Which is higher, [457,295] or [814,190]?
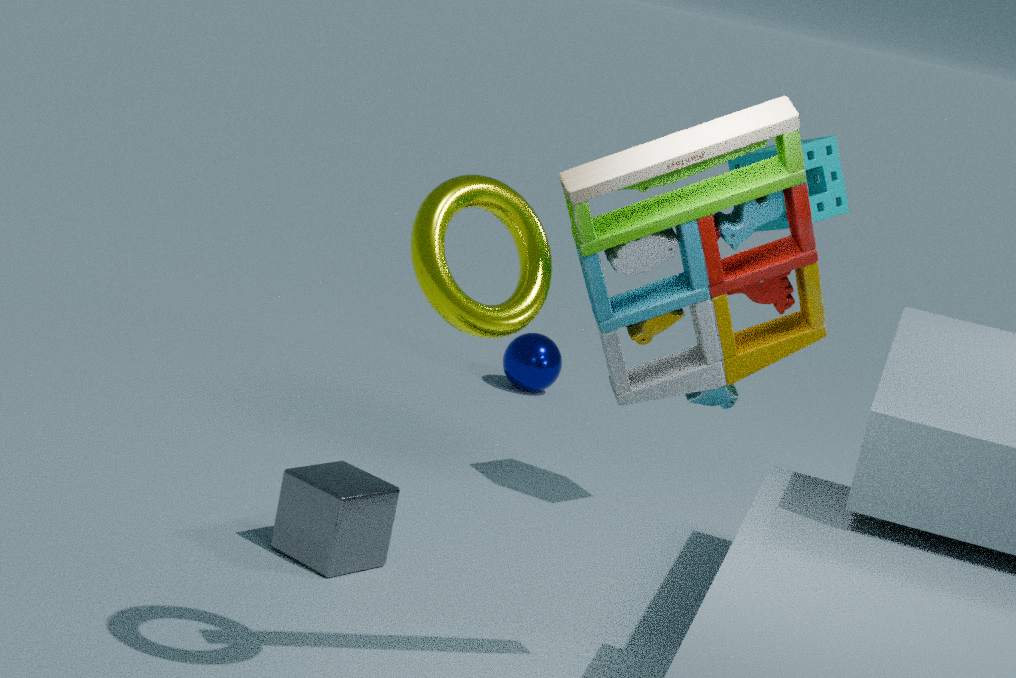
[814,190]
